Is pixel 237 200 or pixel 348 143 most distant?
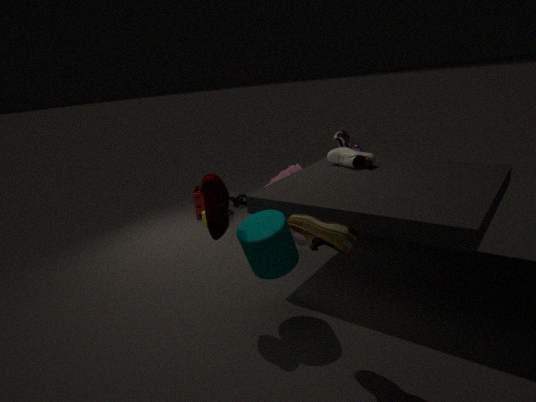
pixel 237 200
